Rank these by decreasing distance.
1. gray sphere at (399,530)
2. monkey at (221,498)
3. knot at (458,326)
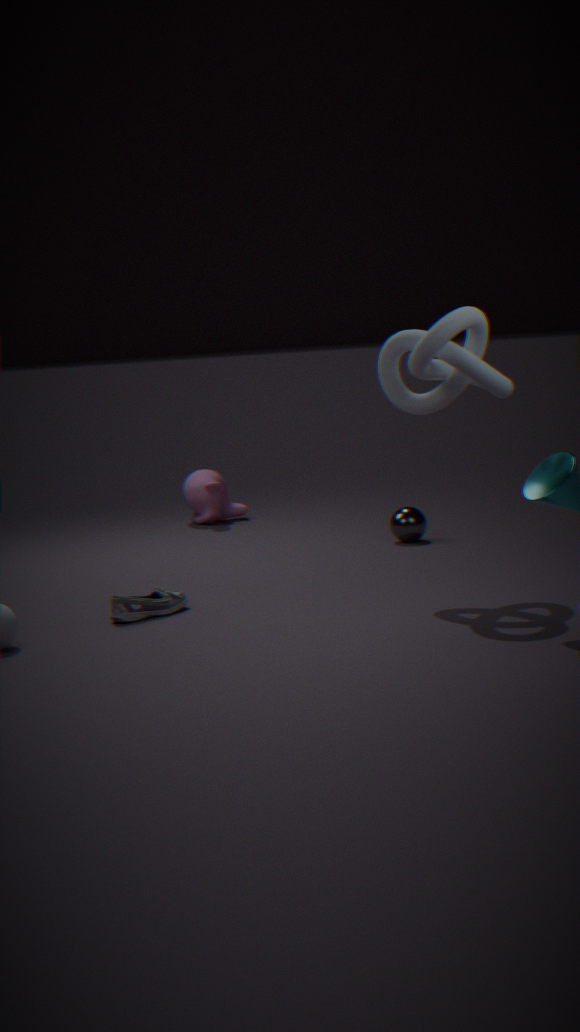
monkey at (221,498)
gray sphere at (399,530)
knot at (458,326)
